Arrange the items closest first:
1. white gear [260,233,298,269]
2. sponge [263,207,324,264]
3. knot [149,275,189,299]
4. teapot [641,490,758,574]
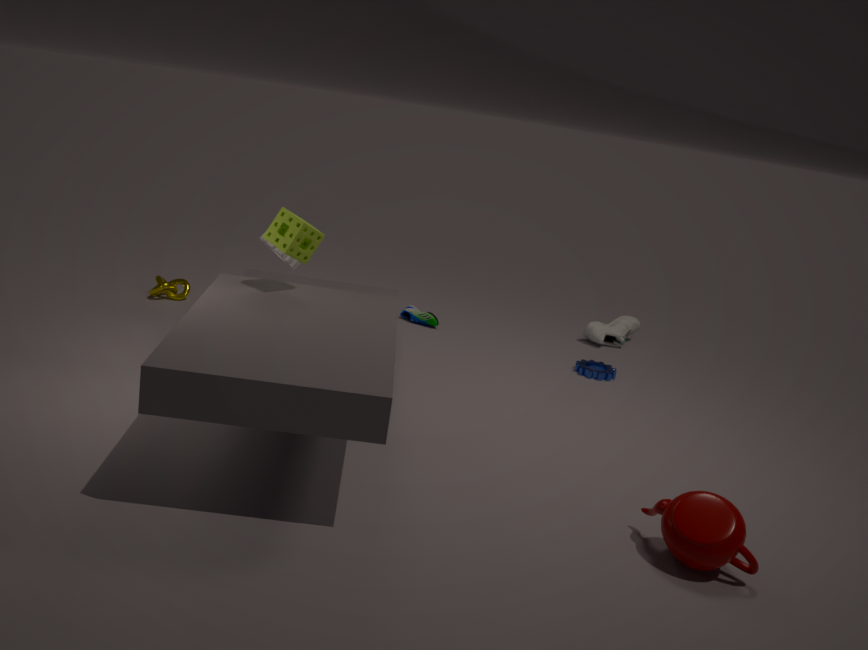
teapot [641,490,758,574]
sponge [263,207,324,264]
white gear [260,233,298,269]
knot [149,275,189,299]
